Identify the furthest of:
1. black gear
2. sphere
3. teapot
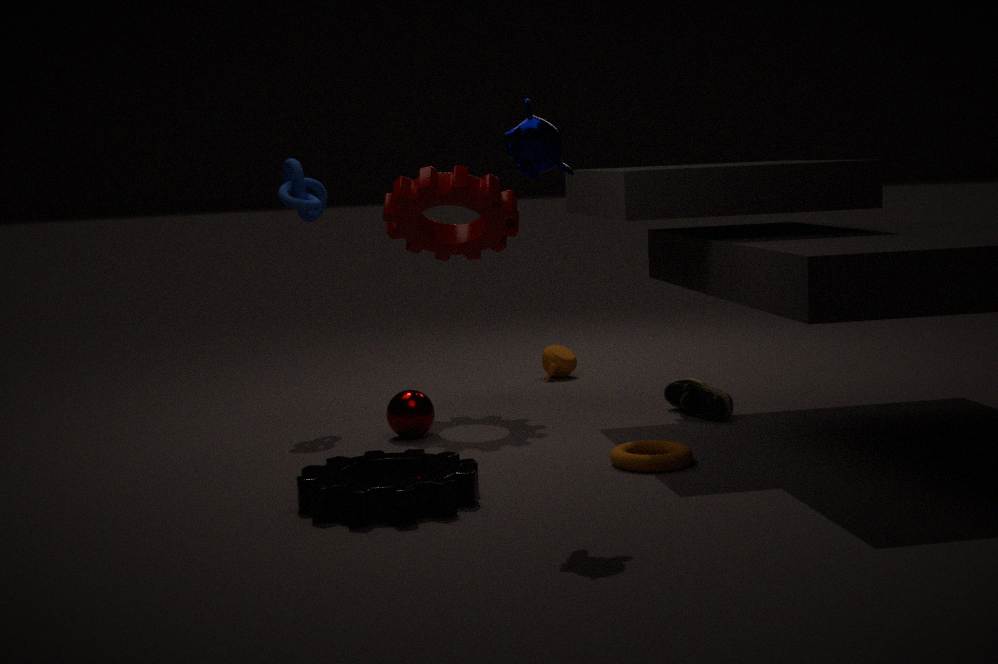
teapot
